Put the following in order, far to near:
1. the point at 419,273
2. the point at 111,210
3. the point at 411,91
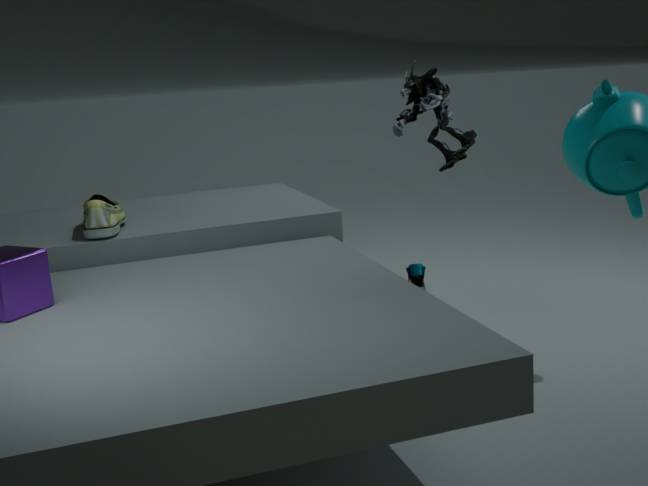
the point at 419,273
the point at 411,91
the point at 111,210
